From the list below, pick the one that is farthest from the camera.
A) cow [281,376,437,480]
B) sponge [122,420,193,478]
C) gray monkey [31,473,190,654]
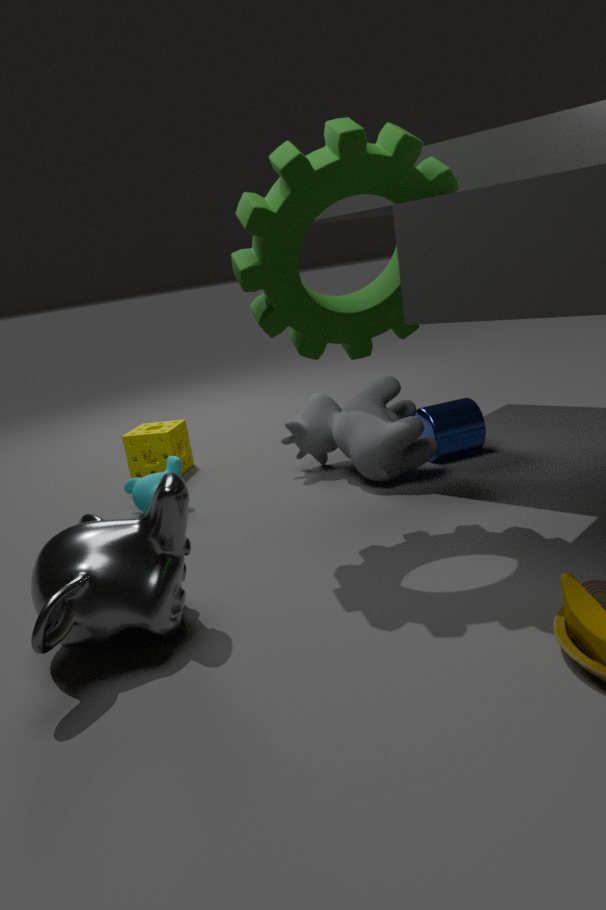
sponge [122,420,193,478]
